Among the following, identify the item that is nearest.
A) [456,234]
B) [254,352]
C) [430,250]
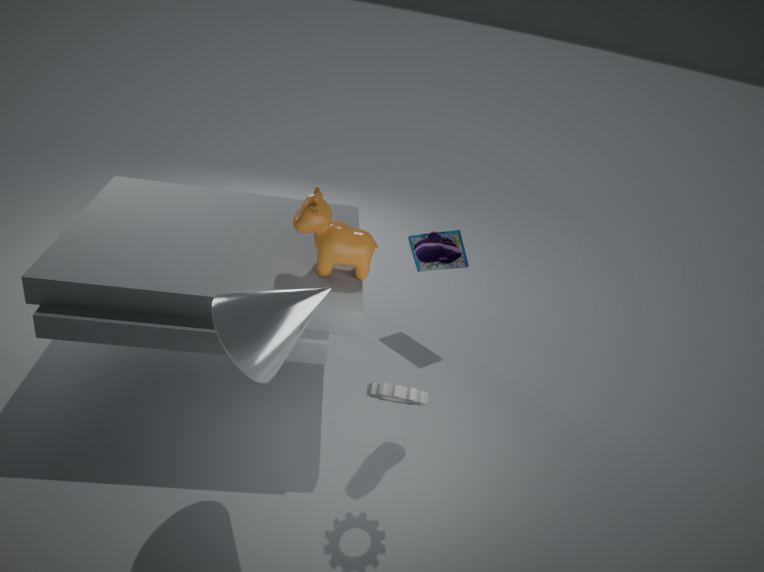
[254,352]
